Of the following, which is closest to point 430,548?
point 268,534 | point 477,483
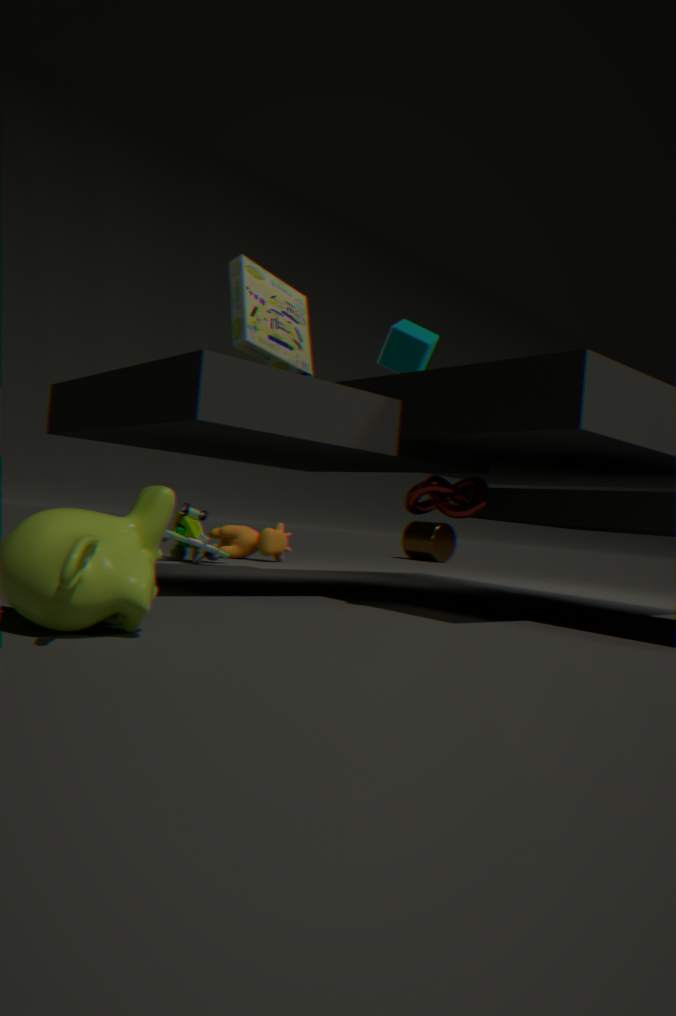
point 268,534
